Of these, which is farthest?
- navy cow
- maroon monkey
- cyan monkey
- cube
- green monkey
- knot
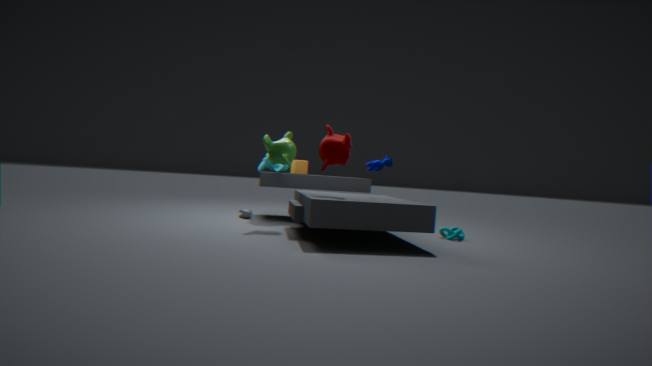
cube
